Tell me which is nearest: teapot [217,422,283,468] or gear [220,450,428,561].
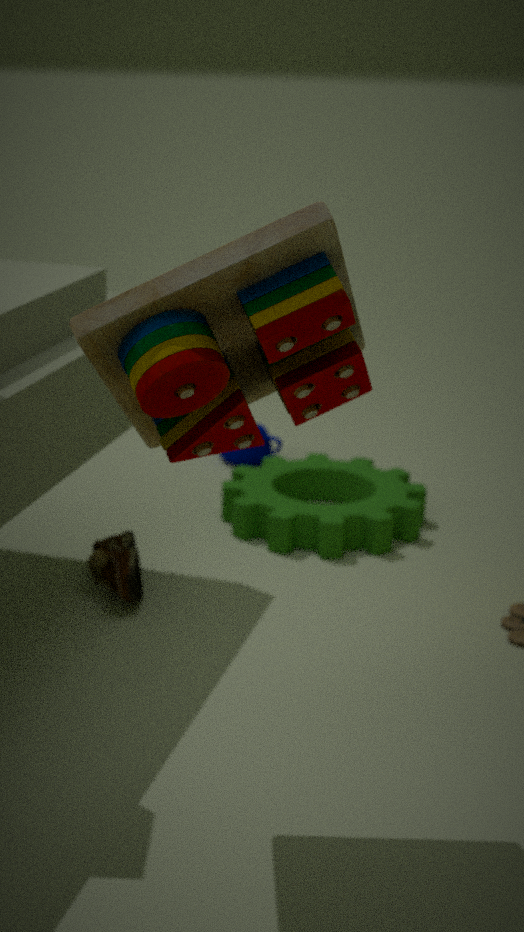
gear [220,450,428,561]
